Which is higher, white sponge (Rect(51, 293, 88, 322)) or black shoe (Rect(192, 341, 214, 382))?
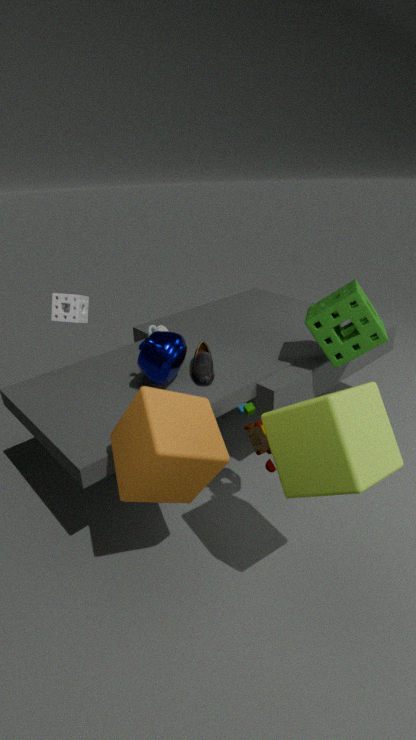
white sponge (Rect(51, 293, 88, 322))
